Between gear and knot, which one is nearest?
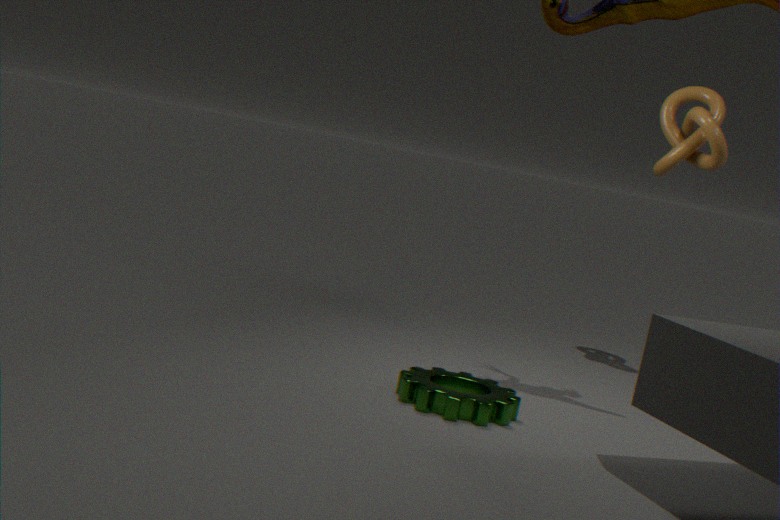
gear
